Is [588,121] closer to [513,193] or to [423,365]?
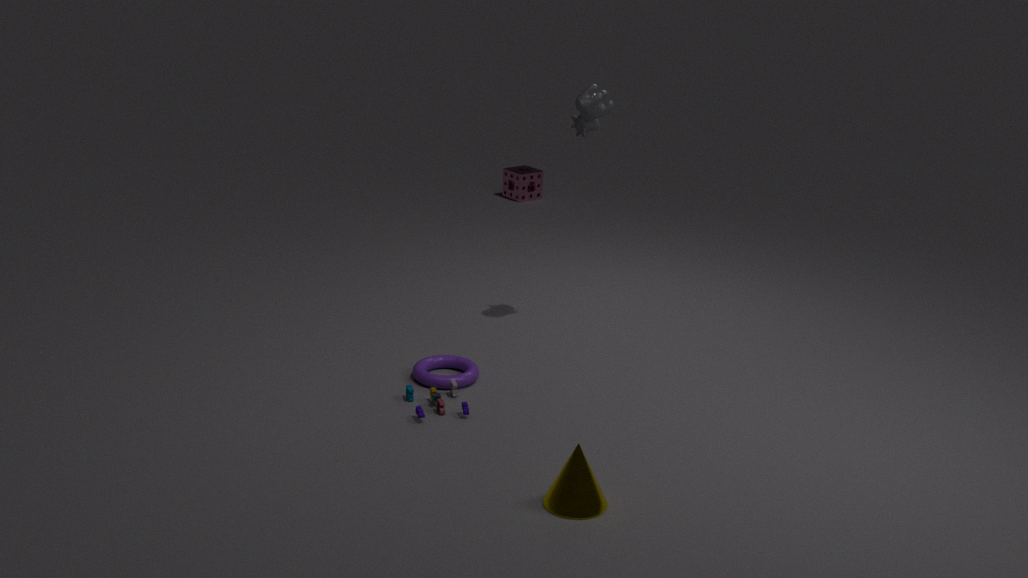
[423,365]
